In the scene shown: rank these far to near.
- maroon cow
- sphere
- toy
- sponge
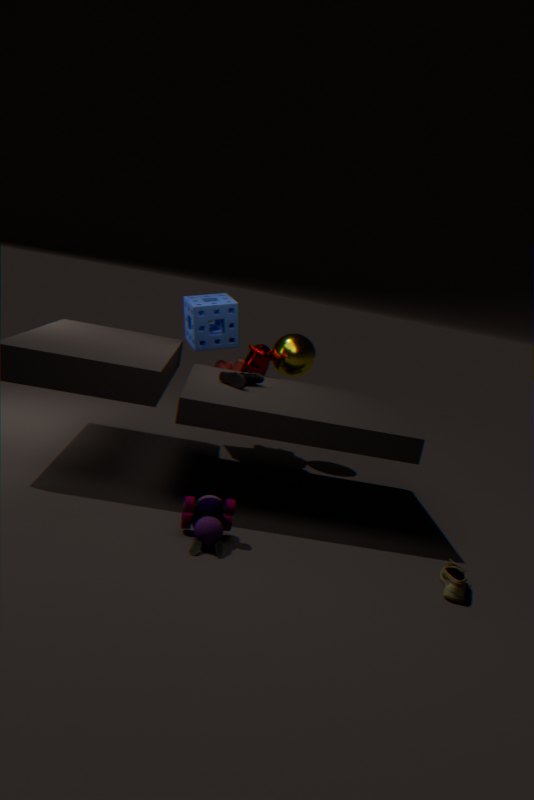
sphere → sponge → maroon cow → toy
